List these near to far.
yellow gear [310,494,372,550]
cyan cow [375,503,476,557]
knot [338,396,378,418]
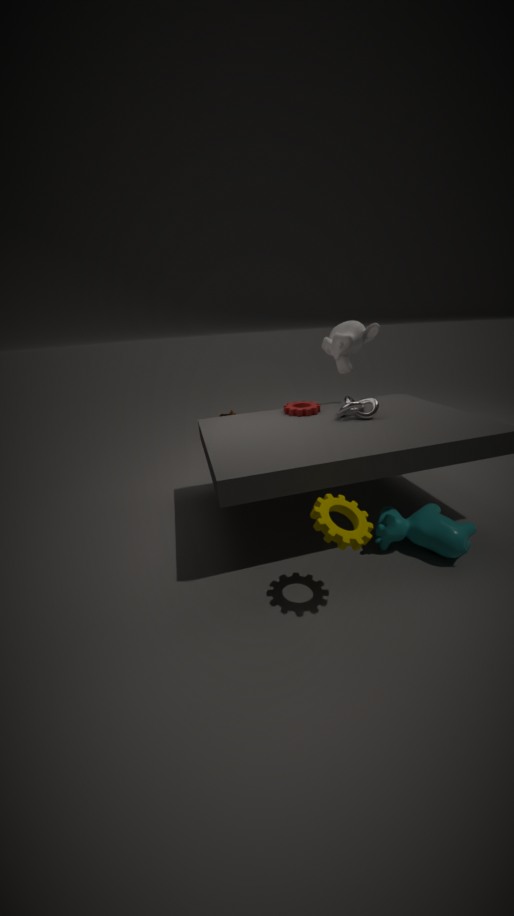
yellow gear [310,494,372,550] < cyan cow [375,503,476,557] < knot [338,396,378,418]
